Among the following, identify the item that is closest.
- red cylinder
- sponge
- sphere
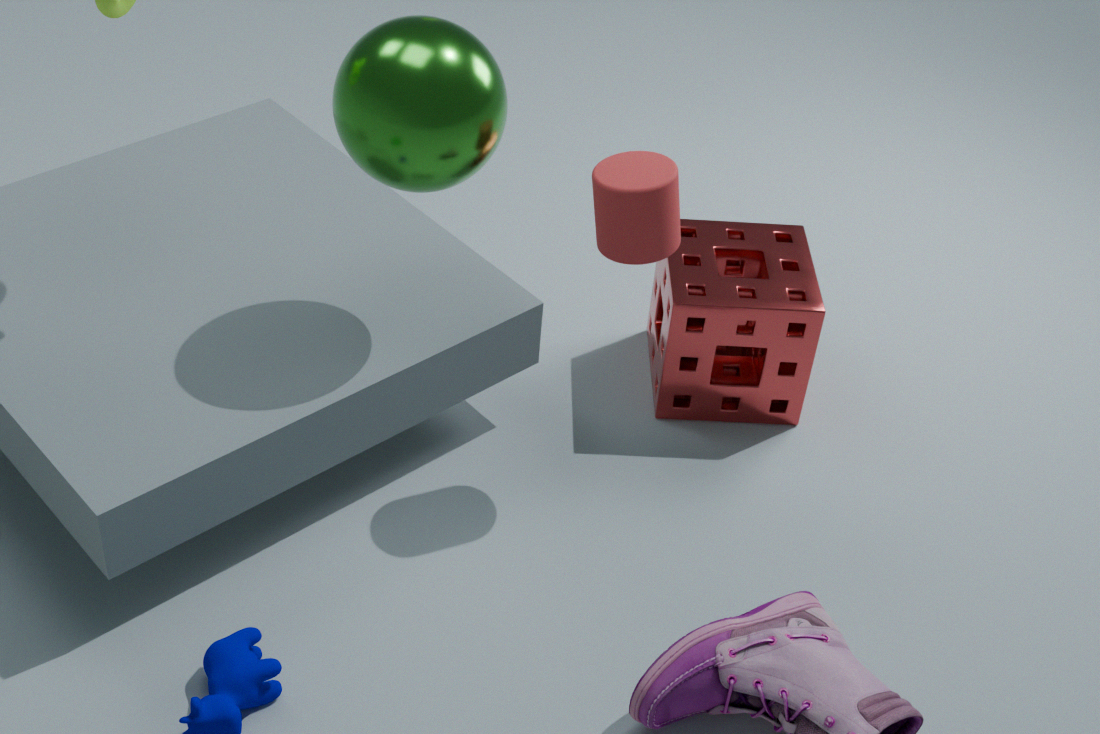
sphere
